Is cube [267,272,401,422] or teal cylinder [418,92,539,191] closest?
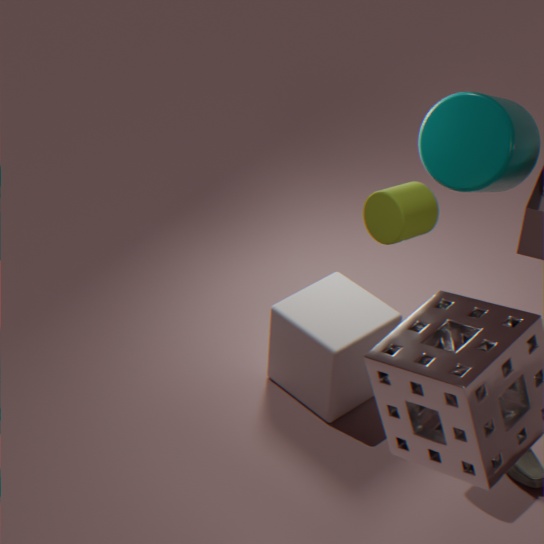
teal cylinder [418,92,539,191]
